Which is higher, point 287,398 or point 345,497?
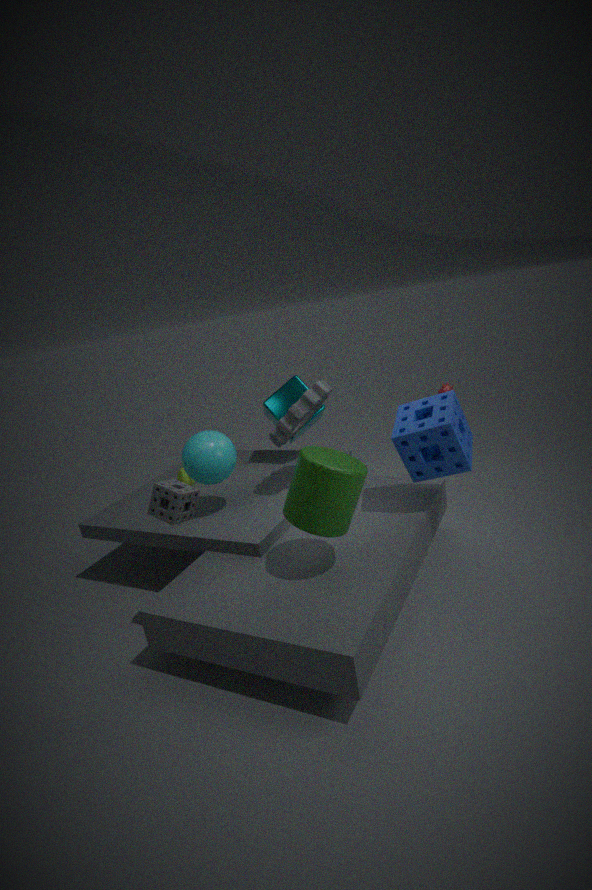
point 287,398
